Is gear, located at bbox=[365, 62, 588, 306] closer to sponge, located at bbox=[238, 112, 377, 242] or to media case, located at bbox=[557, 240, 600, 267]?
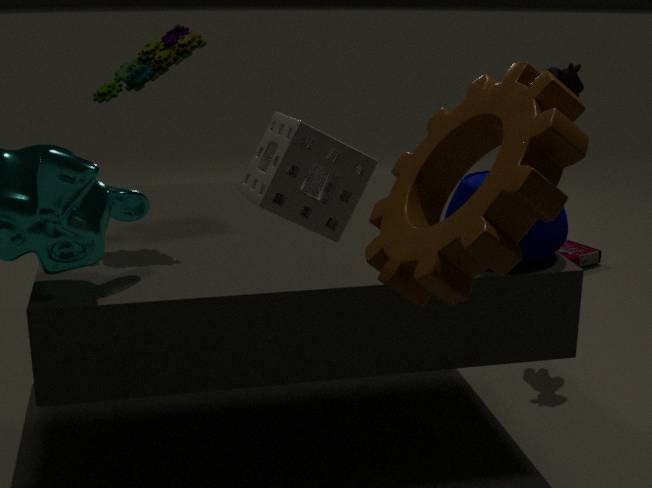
sponge, located at bbox=[238, 112, 377, 242]
